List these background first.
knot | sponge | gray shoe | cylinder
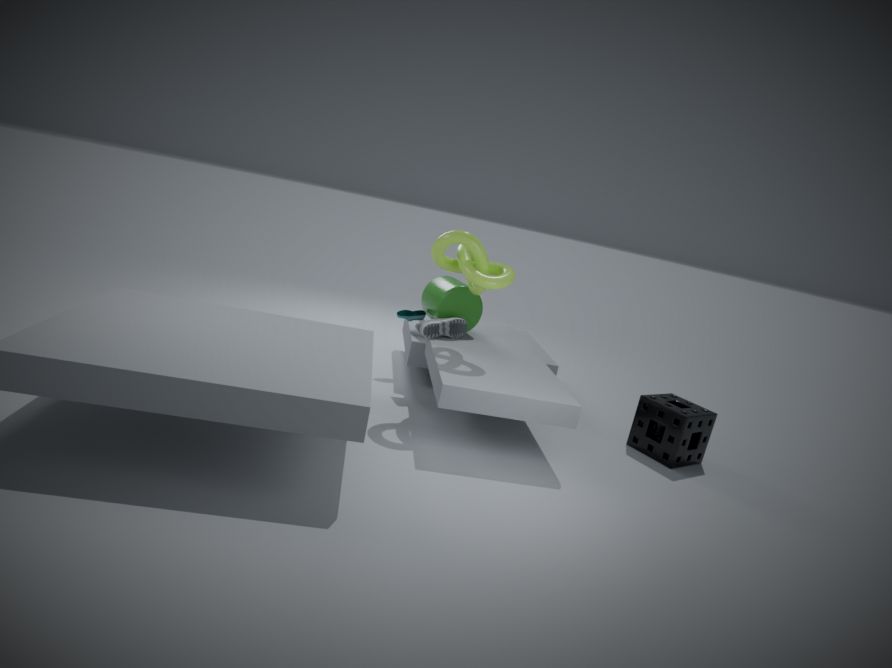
1. cylinder
2. gray shoe
3. sponge
4. knot
